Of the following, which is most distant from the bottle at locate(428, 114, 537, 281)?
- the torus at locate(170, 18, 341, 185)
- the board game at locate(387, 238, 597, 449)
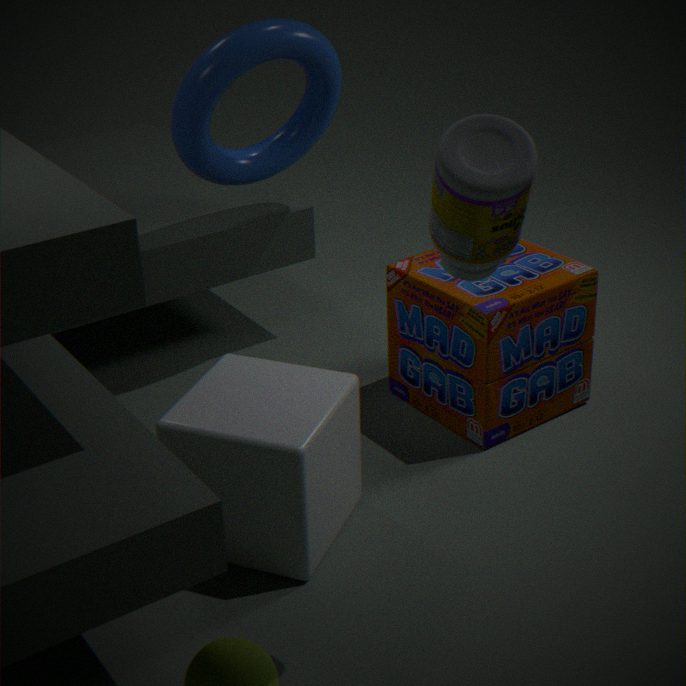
the torus at locate(170, 18, 341, 185)
